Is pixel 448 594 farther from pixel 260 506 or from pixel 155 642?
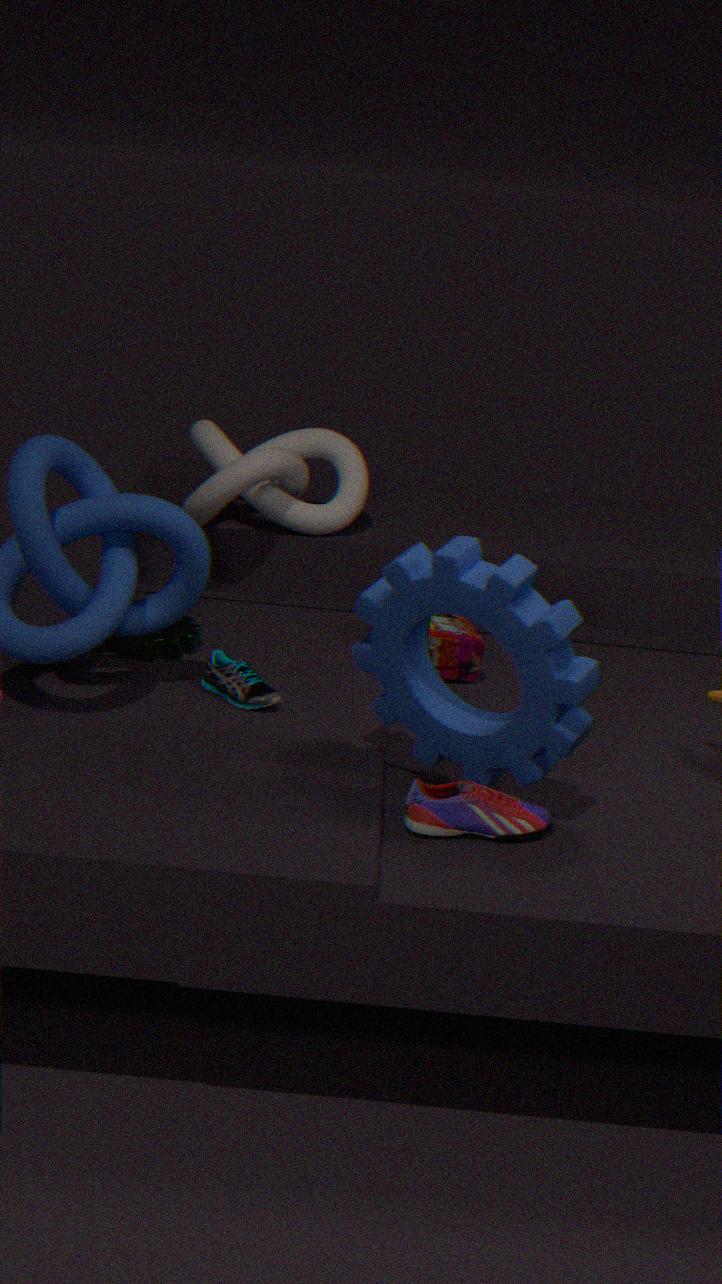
pixel 260 506
